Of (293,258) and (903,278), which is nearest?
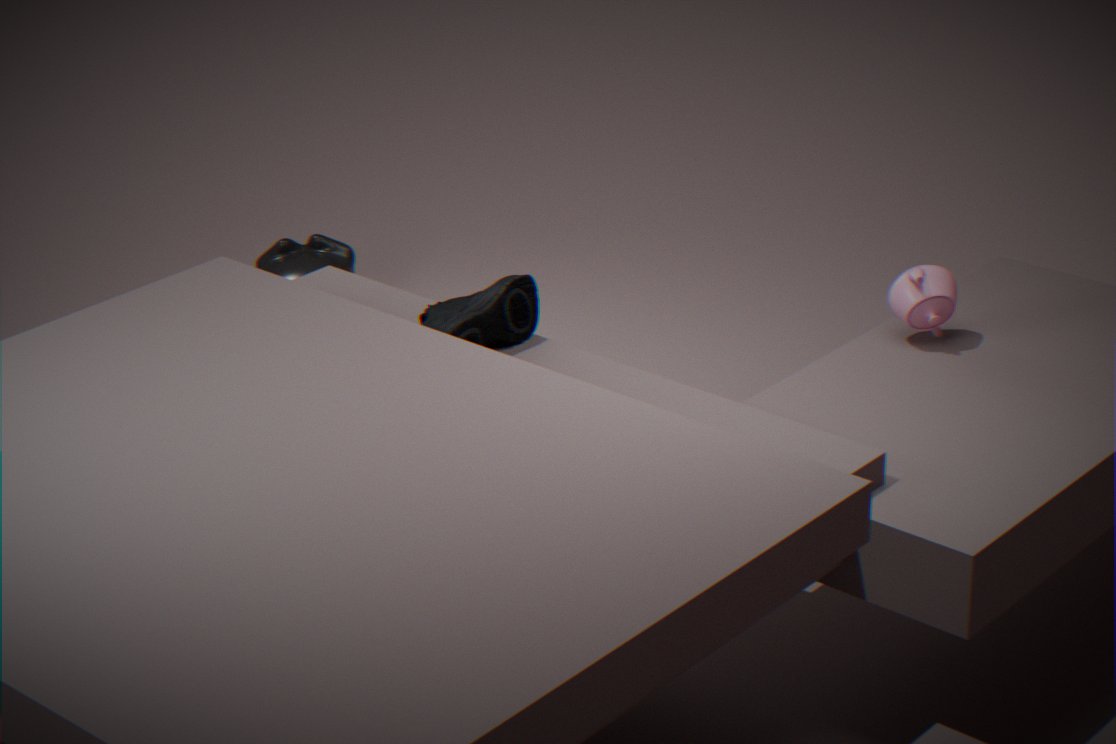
(903,278)
